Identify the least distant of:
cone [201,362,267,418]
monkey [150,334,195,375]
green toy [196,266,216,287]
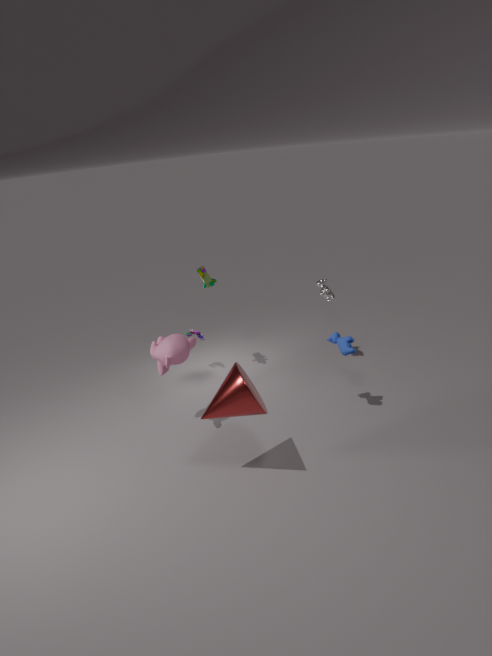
cone [201,362,267,418]
